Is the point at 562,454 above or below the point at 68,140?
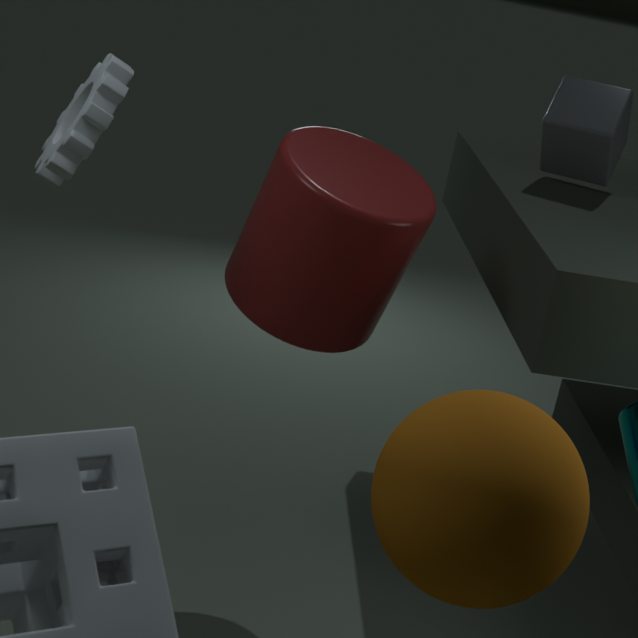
below
